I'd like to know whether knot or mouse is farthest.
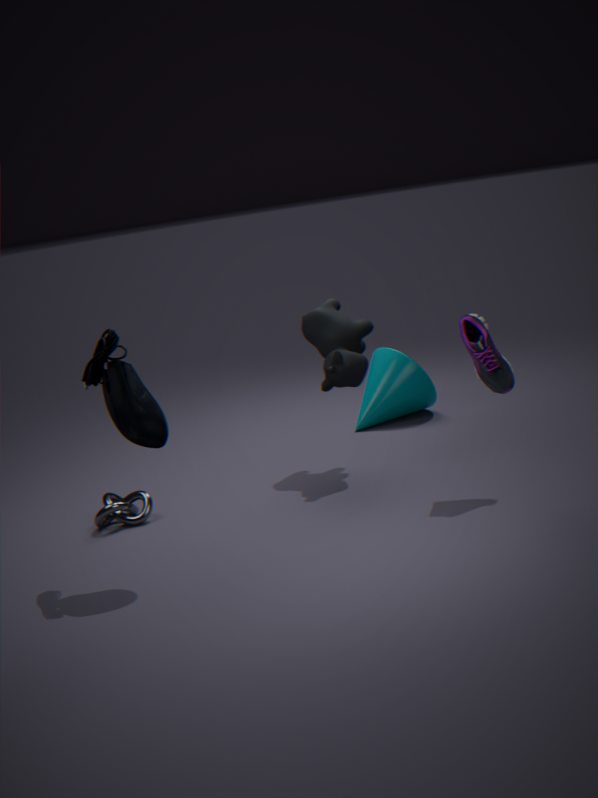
knot
